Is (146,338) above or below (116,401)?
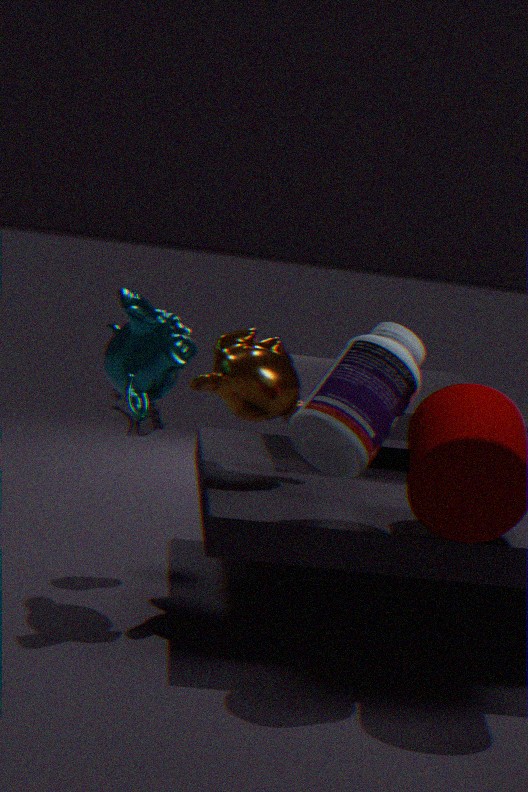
above
